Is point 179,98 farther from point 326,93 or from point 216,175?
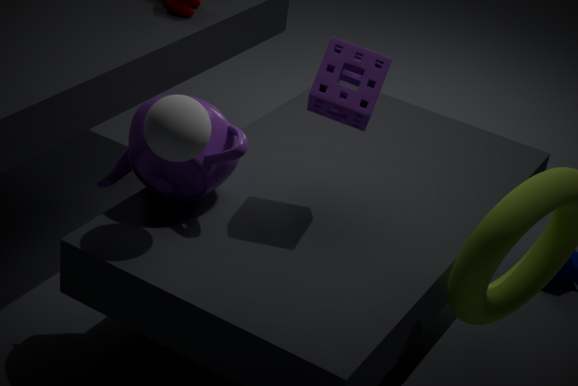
point 326,93
